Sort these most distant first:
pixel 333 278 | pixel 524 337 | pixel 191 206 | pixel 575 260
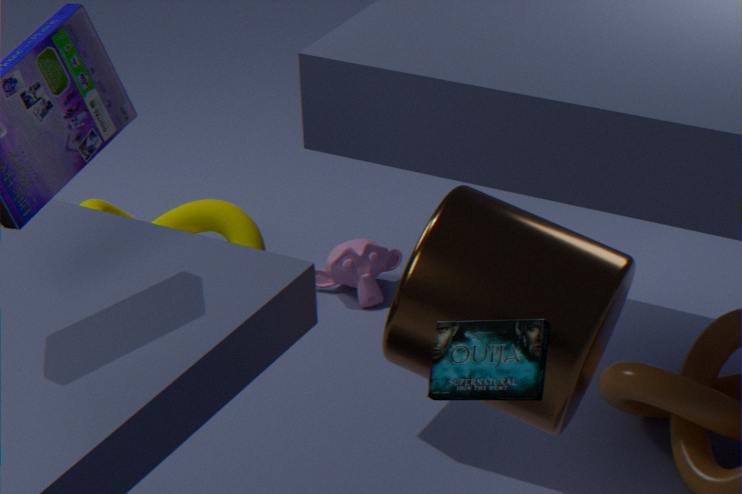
pixel 333 278, pixel 191 206, pixel 575 260, pixel 524 337
